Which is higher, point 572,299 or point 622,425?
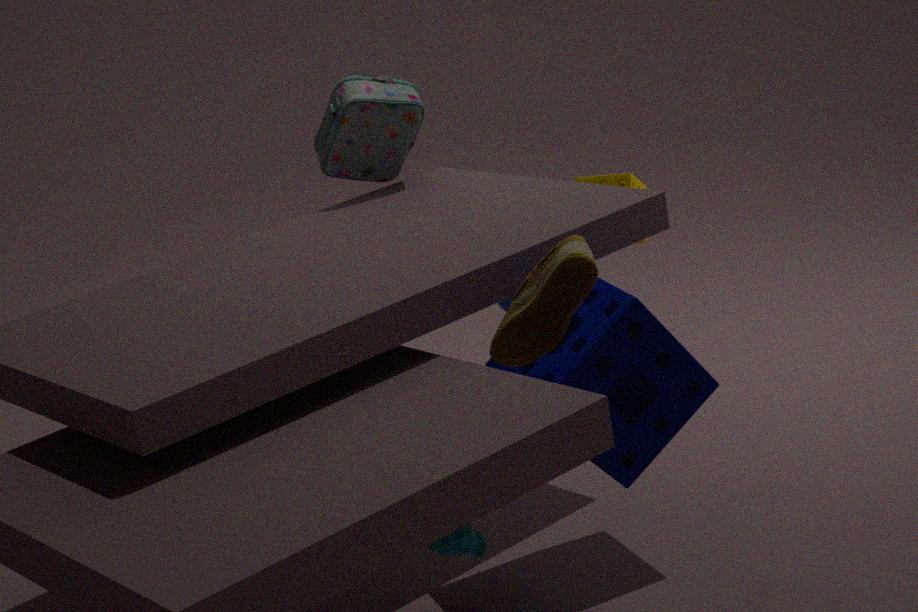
point 572,299
